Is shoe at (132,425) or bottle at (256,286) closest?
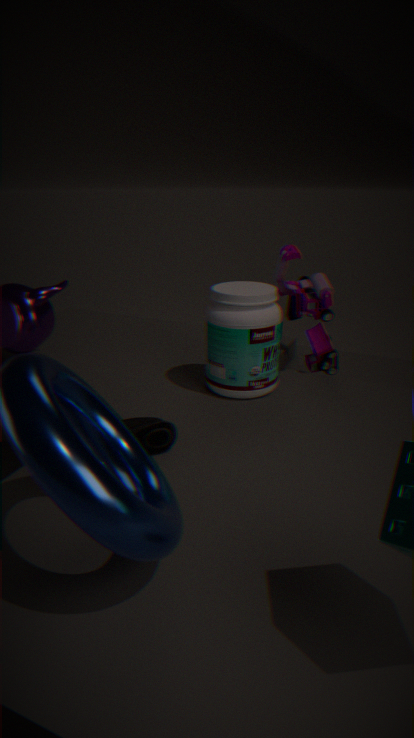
shoe at (132,425)
